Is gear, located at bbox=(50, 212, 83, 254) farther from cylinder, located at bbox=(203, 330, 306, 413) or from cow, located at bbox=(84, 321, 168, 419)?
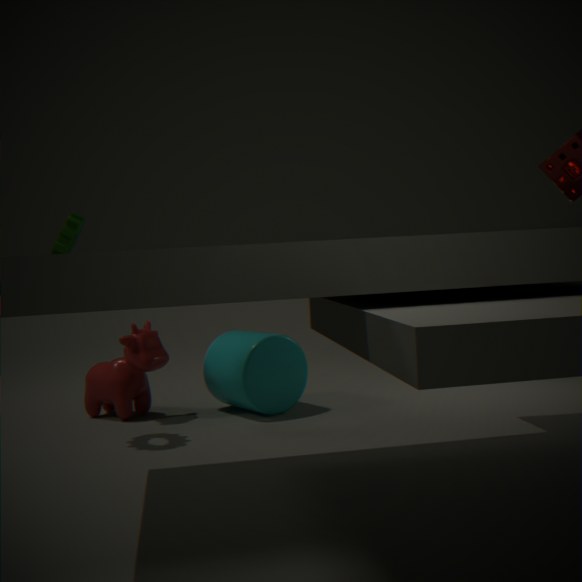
cylinder, located at bbox=(203, 330, 306, 413)
